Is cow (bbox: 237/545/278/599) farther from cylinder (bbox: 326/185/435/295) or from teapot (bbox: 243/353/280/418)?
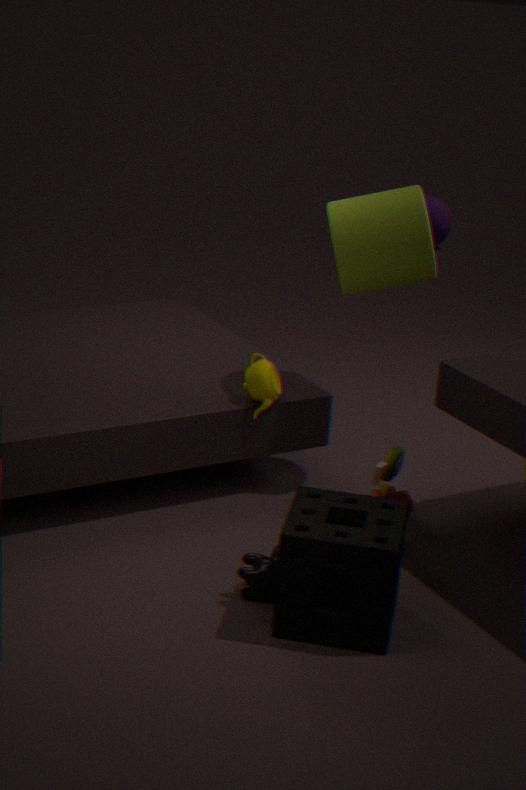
cylinder (bbox: 326/185/435/295)
